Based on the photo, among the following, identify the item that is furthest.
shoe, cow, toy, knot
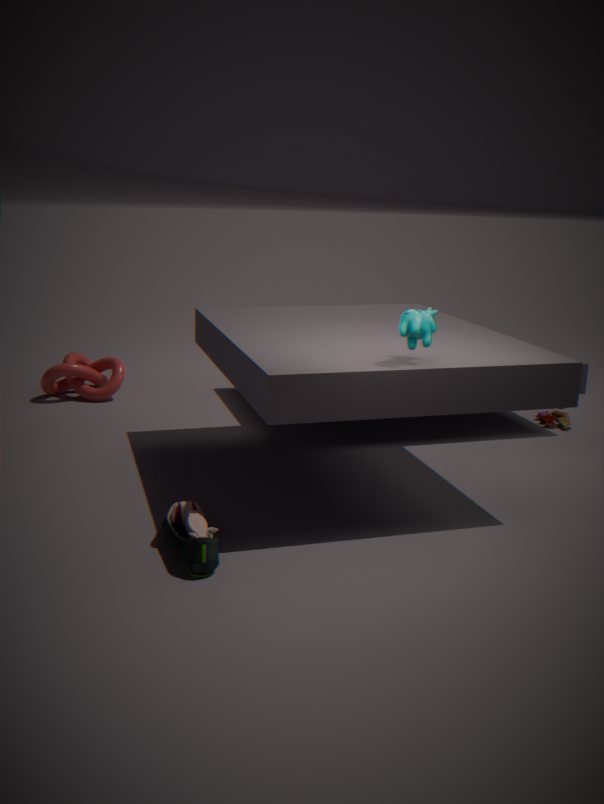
knot
